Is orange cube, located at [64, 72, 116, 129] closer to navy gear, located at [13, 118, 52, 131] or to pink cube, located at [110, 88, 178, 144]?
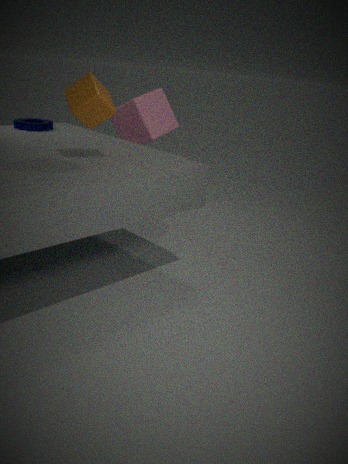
navy gear, located at [13, 118, 52, 131]
